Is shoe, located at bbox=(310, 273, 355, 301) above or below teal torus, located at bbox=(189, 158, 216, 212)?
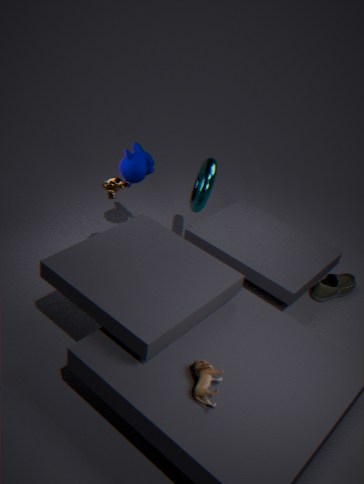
below
